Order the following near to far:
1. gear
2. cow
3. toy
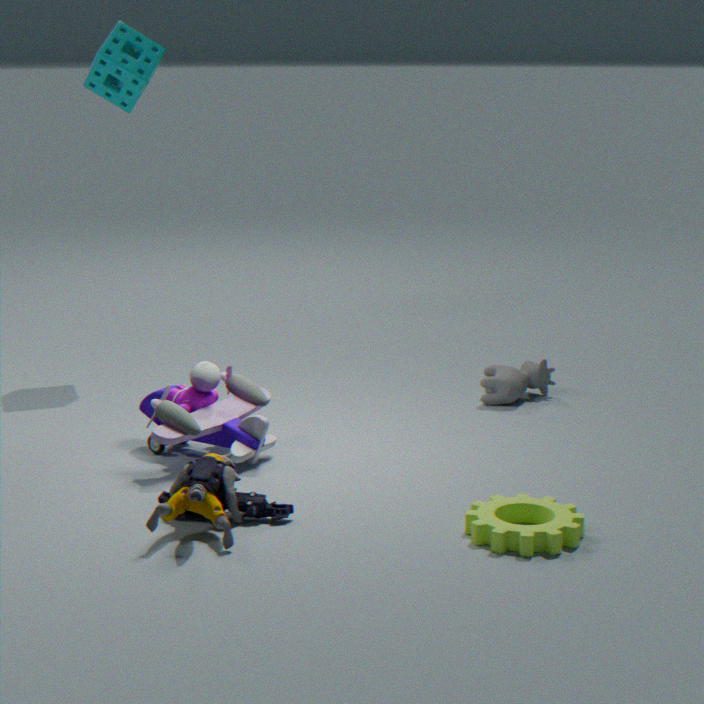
gear → toy → cow
